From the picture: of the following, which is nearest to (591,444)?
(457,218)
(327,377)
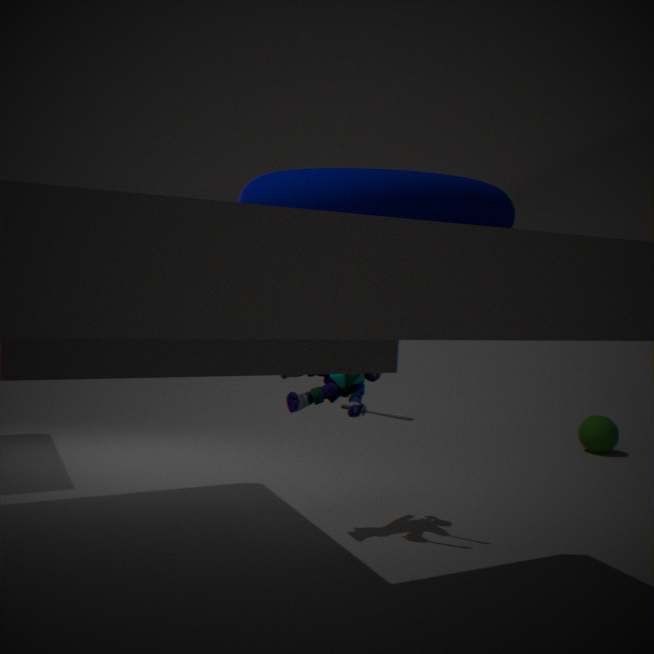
(327,377)
